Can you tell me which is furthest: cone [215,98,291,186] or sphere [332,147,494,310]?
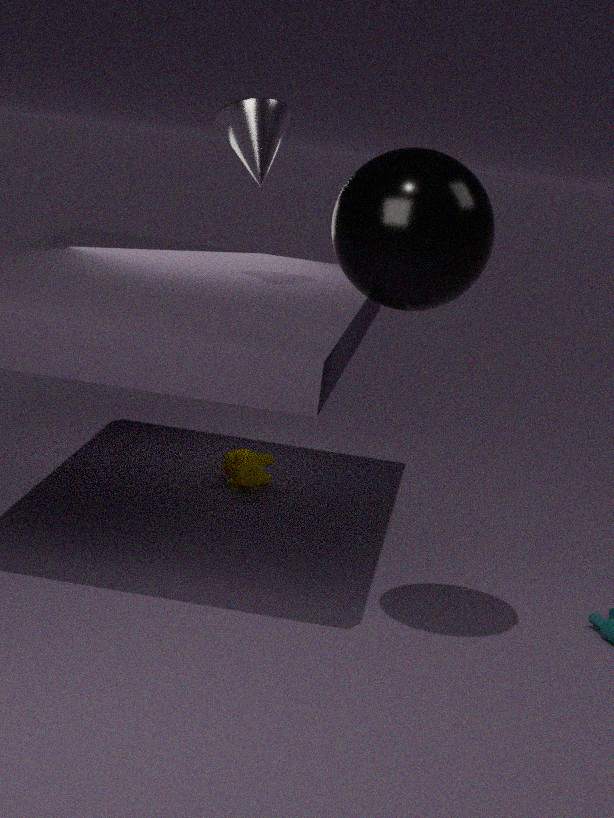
cone [215,98,291,186]
